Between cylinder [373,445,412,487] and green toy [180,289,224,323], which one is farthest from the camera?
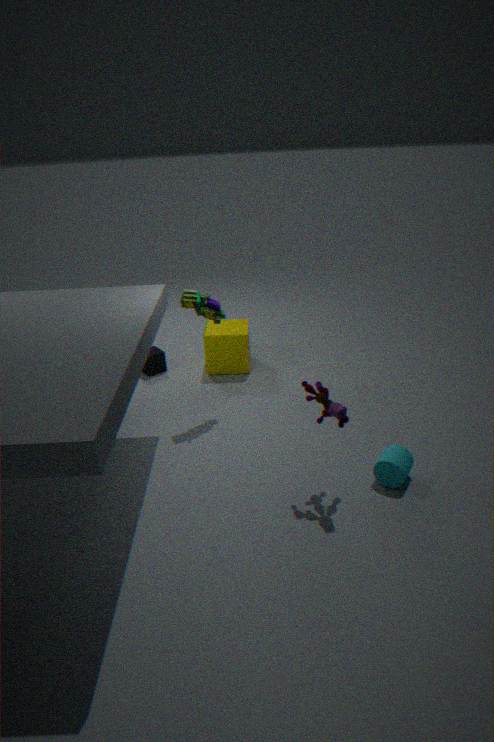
green toy [180,289,224,323]
